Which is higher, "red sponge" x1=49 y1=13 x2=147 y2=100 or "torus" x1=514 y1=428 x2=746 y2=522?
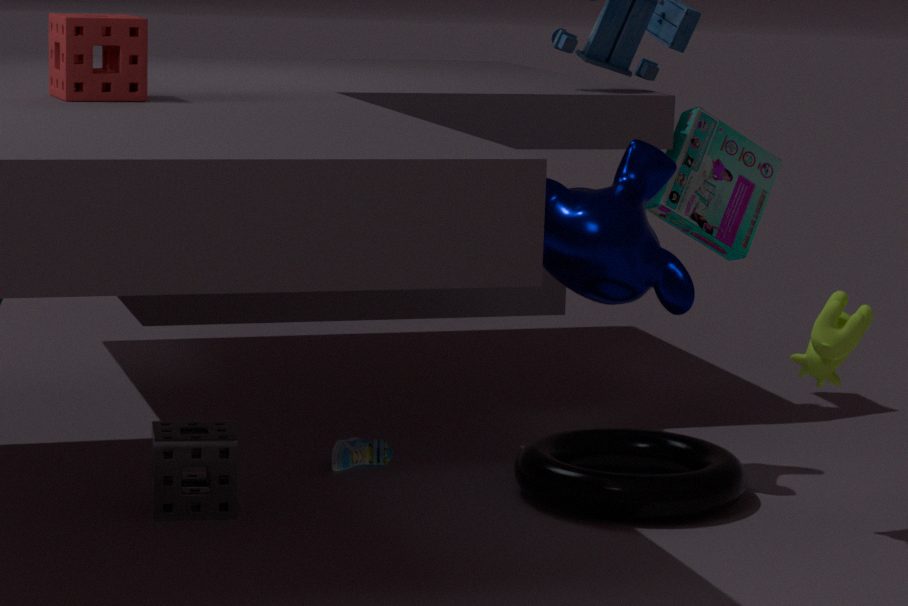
"red sponge" x1=49 y1=13 x2=147 y2=100
